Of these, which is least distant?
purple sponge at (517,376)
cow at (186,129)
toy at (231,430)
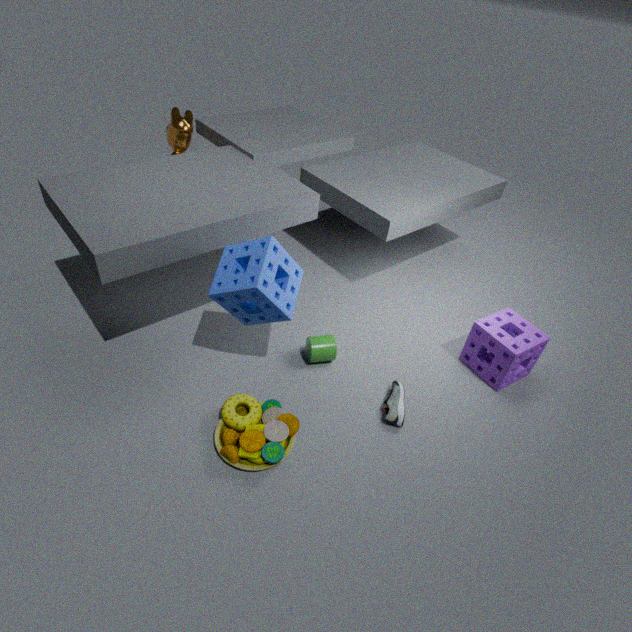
toy at (231,430)
